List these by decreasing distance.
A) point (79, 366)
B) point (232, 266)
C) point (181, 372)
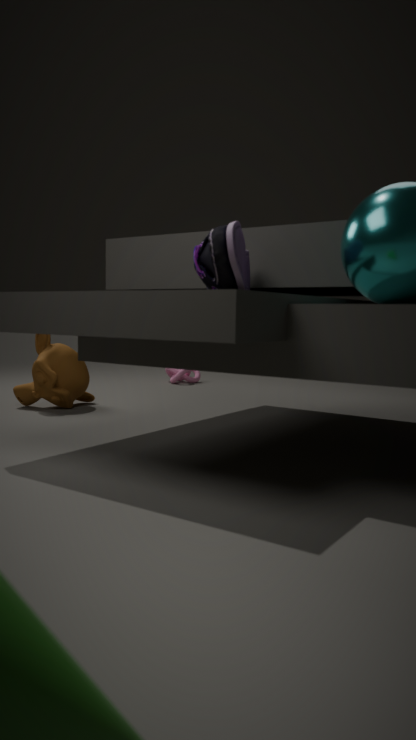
1. point (181, 372)
2. point (79, 366)
3. point (232, 266)
